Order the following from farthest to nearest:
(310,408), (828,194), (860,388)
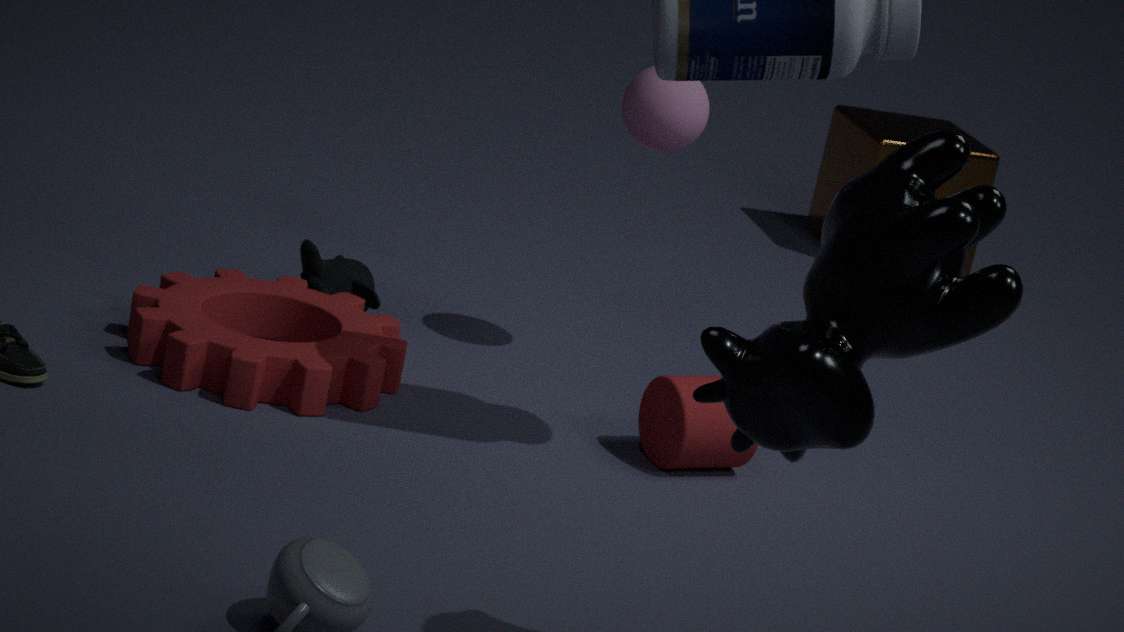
(828,194) → (310,408) → (860,388)
